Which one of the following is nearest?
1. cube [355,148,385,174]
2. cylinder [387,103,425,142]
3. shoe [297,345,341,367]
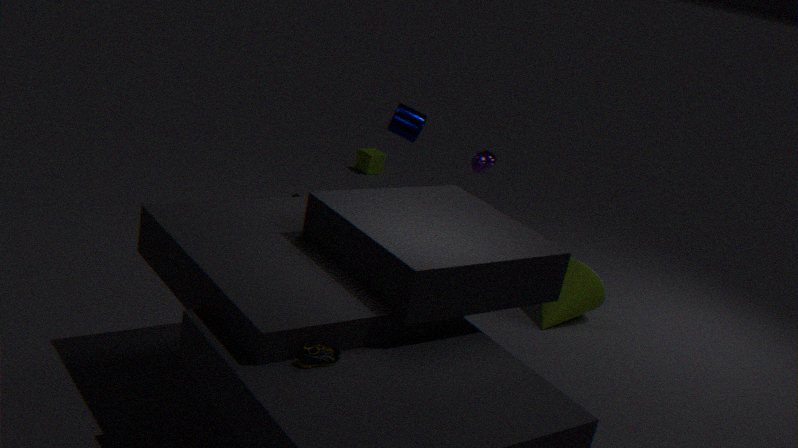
shoe [297,345,341,367]
